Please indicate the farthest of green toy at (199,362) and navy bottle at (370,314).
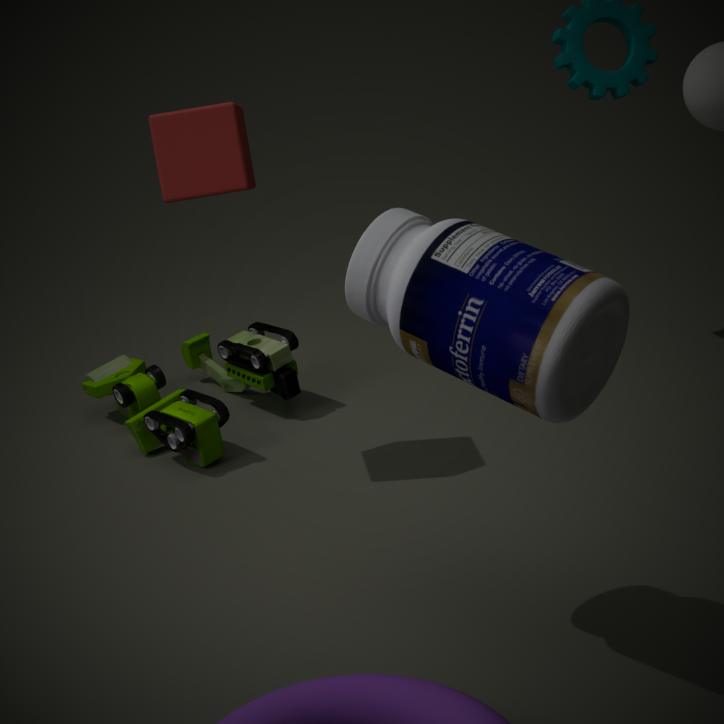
→ green toy at (199,362)
